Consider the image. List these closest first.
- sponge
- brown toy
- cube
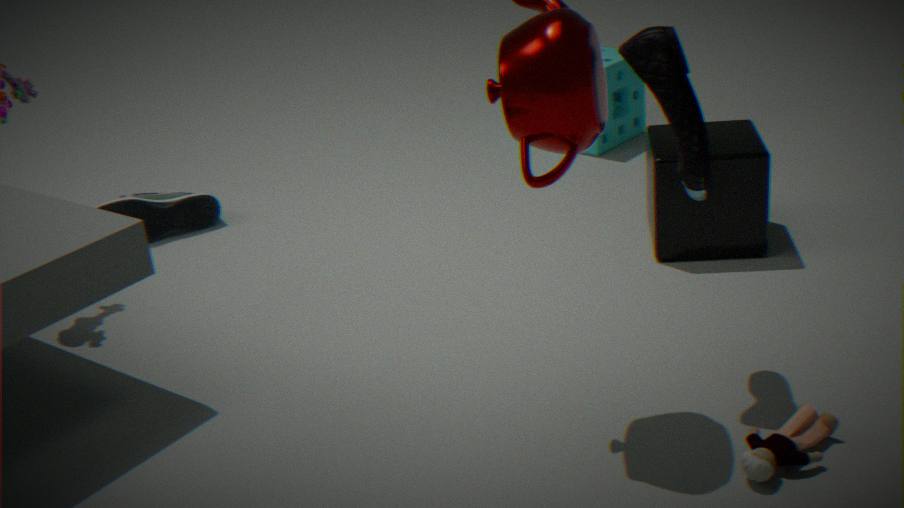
brown toy
cube
sponge
